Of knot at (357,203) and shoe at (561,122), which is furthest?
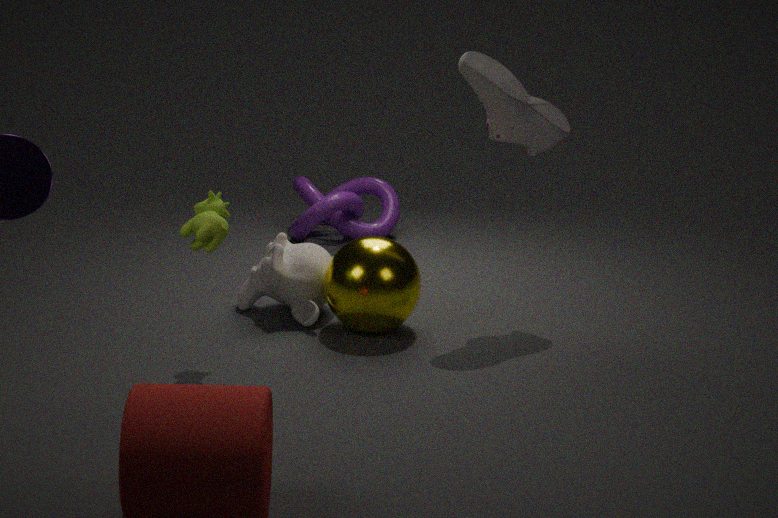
knot at (357,203)
